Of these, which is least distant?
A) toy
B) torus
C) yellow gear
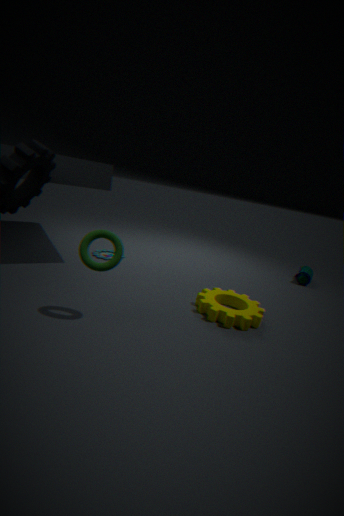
torus
